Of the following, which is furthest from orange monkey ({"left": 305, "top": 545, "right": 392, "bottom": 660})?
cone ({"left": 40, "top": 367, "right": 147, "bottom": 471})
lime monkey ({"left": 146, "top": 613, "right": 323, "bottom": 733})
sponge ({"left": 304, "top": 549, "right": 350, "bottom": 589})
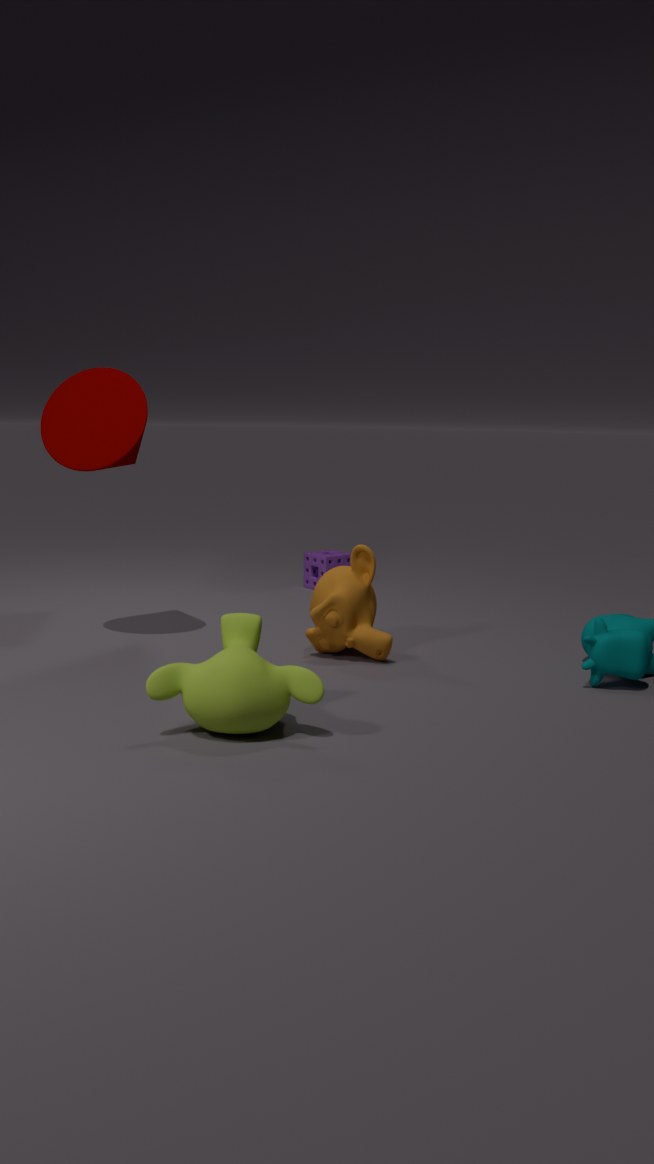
sponge ({"left": 304, "top": 549, "right": 350, "bottom": 589})
